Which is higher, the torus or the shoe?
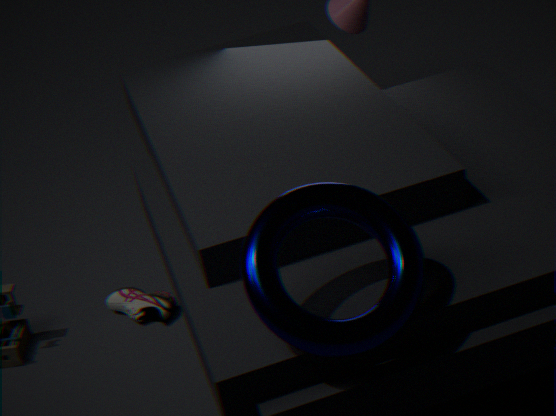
the torus
